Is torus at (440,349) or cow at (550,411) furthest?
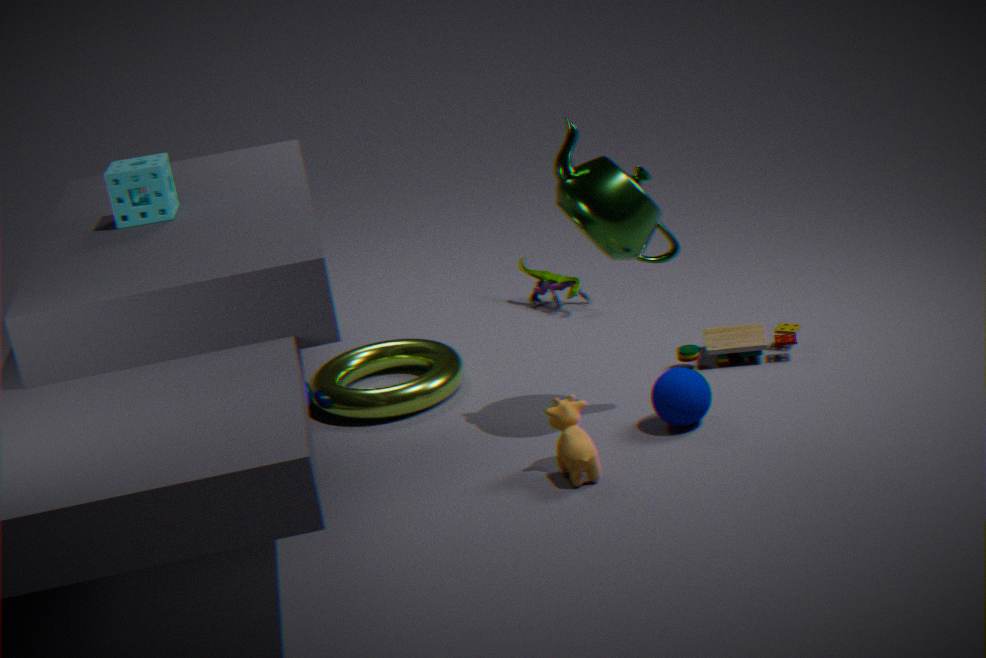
torus at (440,349)
